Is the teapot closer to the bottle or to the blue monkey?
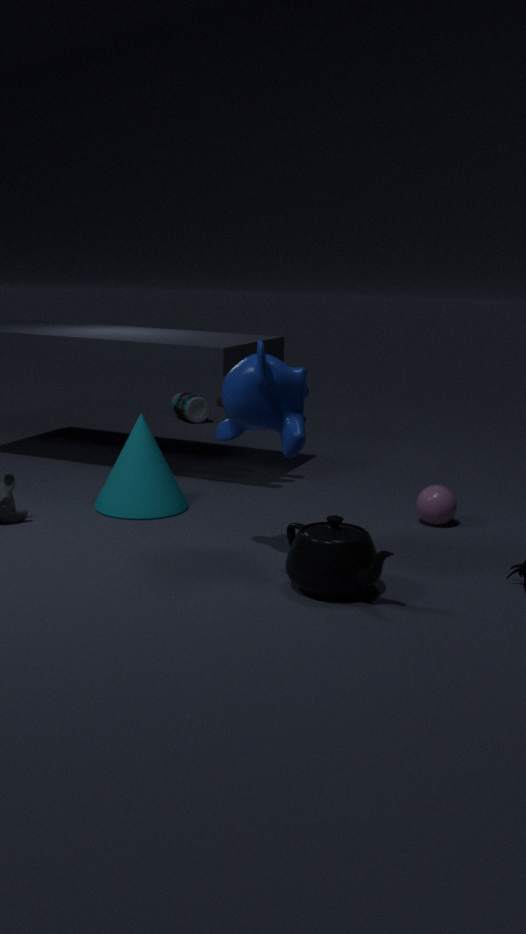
the blue monkey
